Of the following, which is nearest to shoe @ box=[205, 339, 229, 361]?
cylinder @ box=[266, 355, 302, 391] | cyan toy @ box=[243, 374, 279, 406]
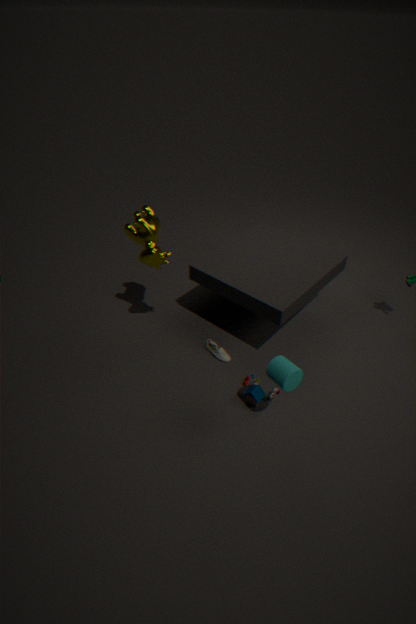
cyan toy @ box=[243, 374, 279, 406]
